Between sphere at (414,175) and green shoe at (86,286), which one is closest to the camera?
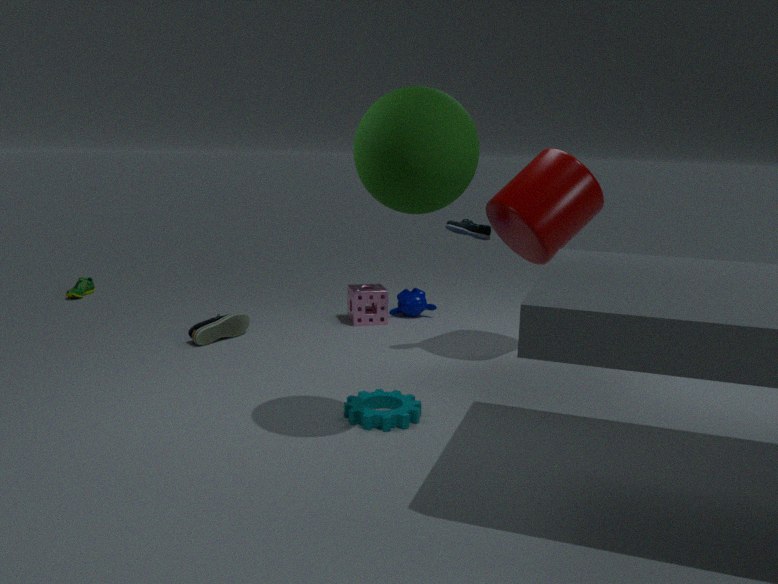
sphere at (414,175)
